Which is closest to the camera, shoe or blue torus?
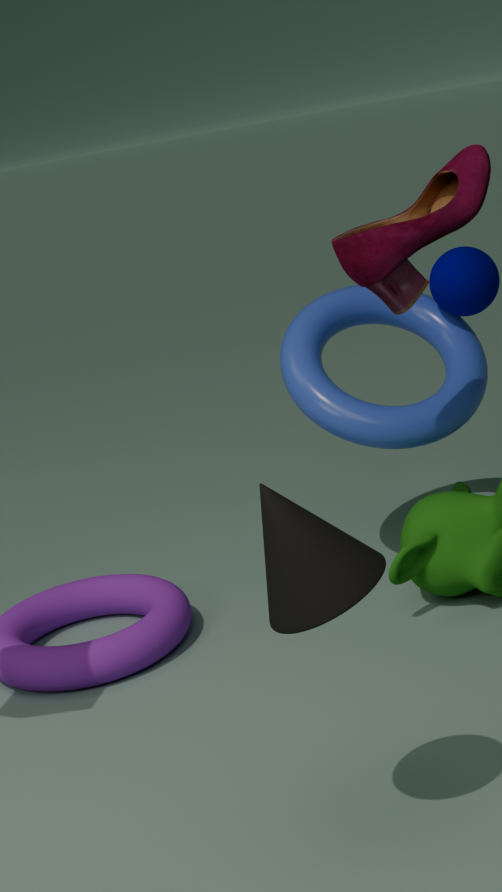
shoe
